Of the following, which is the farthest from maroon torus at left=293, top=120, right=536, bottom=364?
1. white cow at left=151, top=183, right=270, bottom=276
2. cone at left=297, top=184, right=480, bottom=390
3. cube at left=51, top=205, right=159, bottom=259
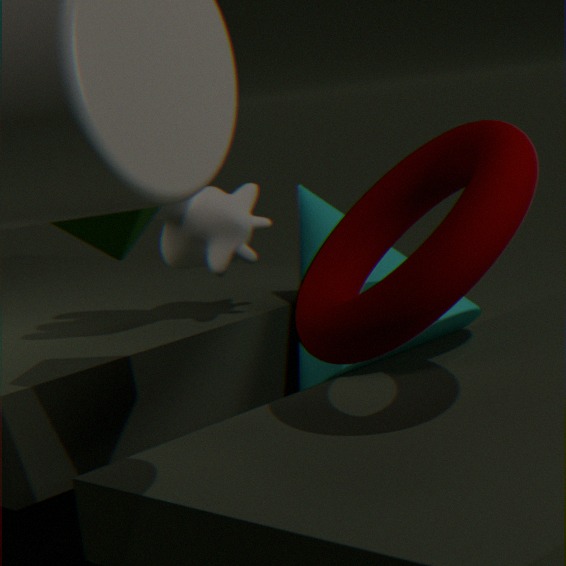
cube at left=51, top=205, right=159, bottom=259
